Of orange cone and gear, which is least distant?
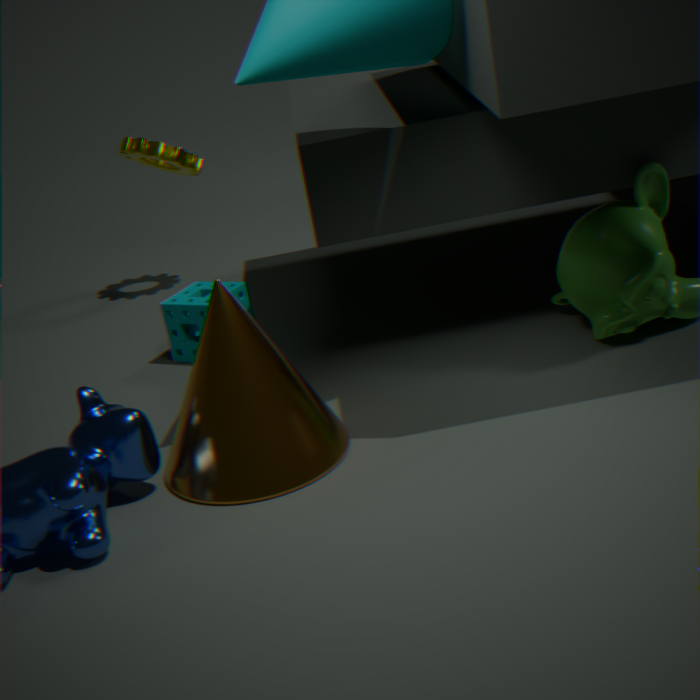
orange cone
